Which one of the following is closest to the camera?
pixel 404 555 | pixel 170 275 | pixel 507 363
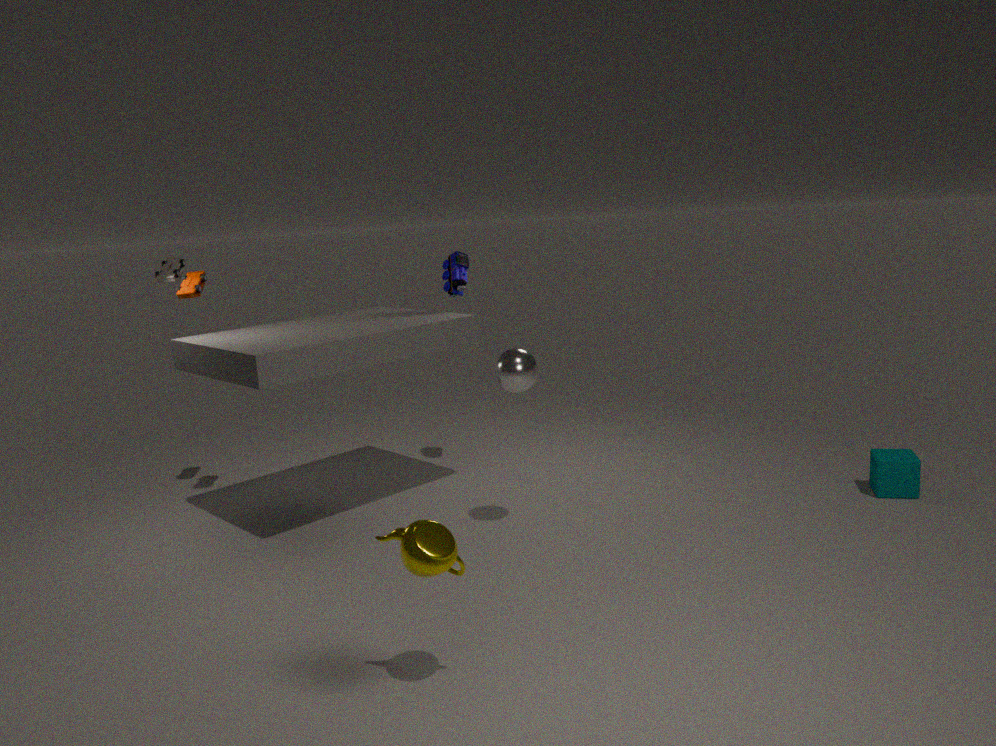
pixel 404 555
